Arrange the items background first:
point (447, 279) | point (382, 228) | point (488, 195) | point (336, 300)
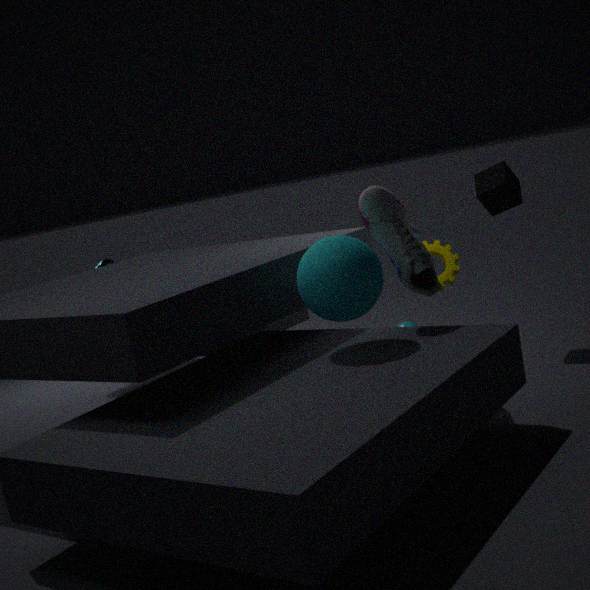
point (488, 195) < point (447, 279) < point (382, 228) < point (336, 300)
